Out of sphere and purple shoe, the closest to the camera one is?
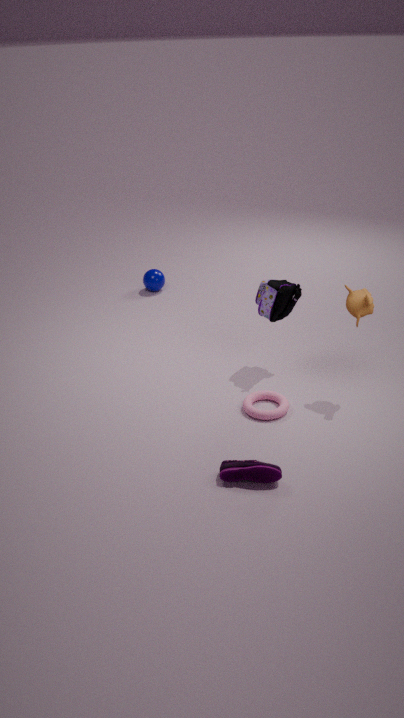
purple shoe
